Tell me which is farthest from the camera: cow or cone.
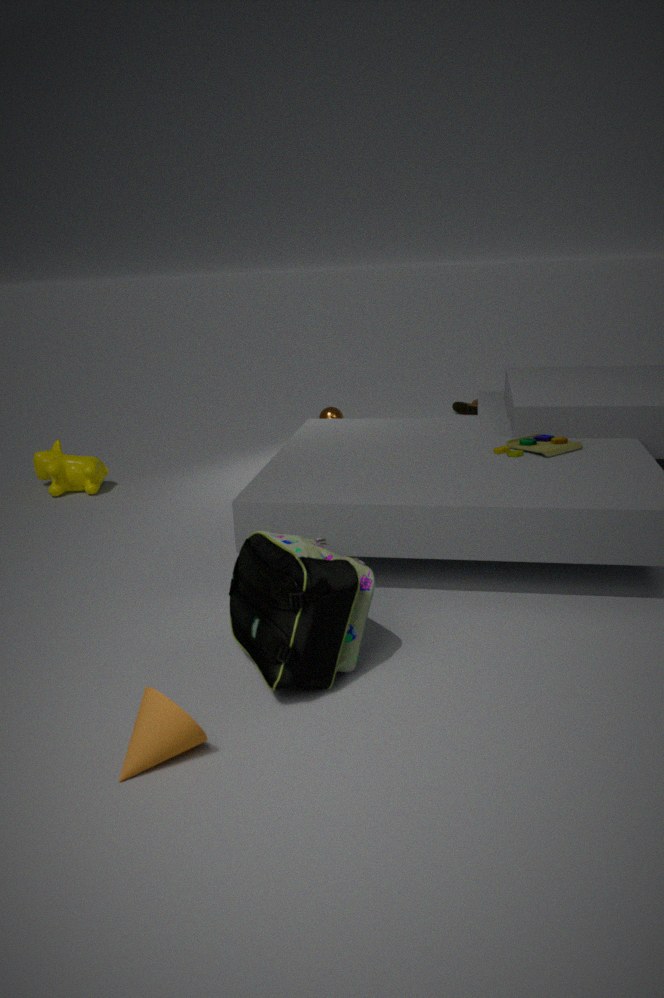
cow
